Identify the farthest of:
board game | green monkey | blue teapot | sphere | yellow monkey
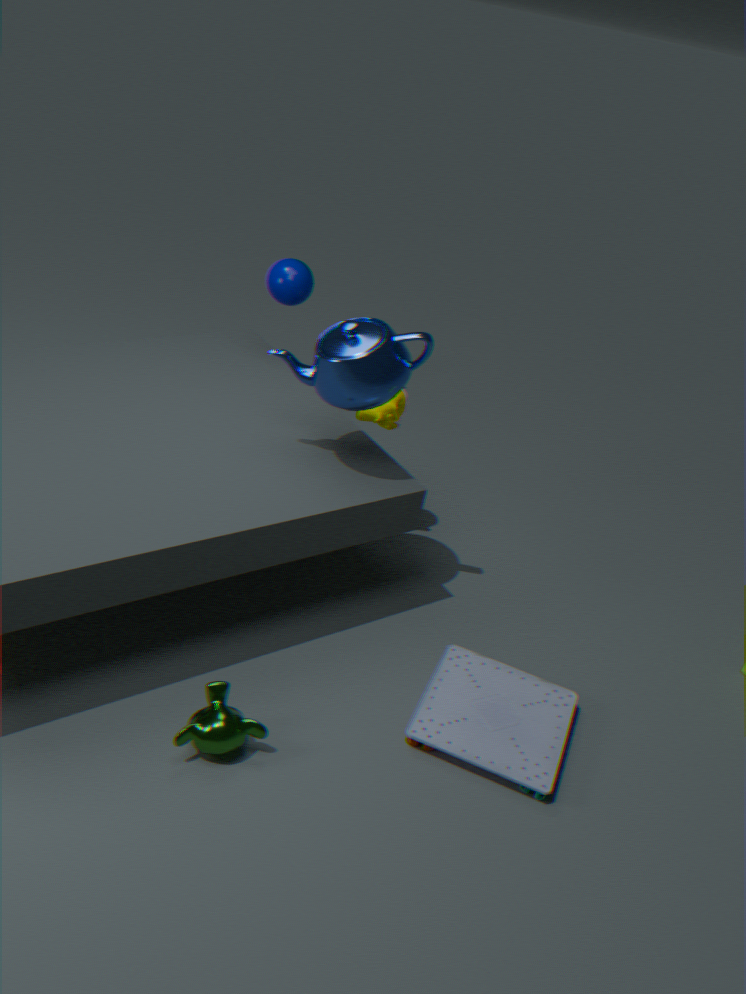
sphere
